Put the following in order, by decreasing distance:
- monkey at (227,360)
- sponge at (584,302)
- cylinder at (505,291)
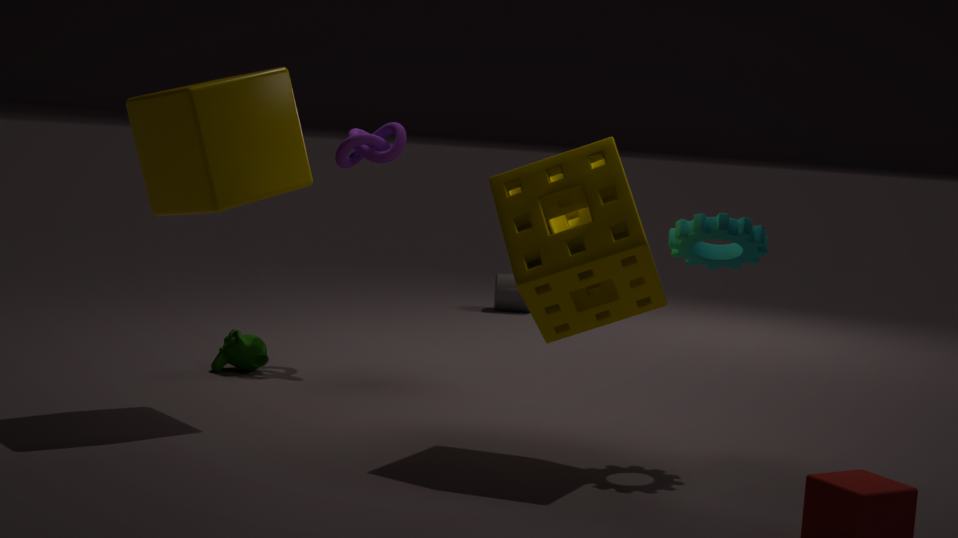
1. cylinder at (505,291)
2. monkey at (227,360)
3. sponge at (584,302)
